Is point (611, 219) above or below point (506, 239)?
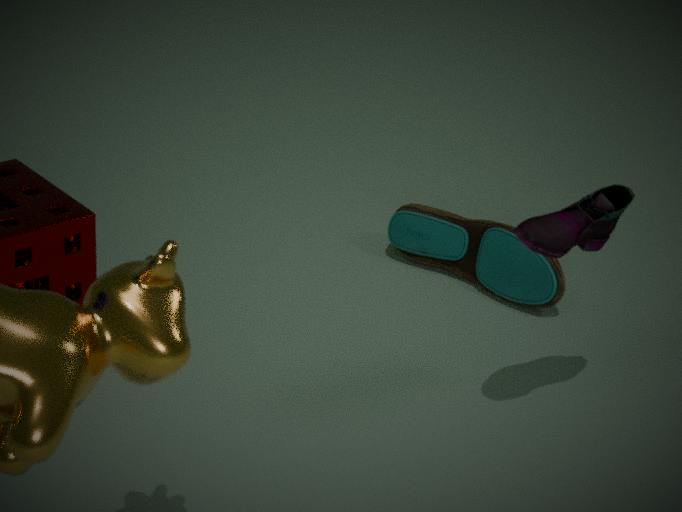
above
